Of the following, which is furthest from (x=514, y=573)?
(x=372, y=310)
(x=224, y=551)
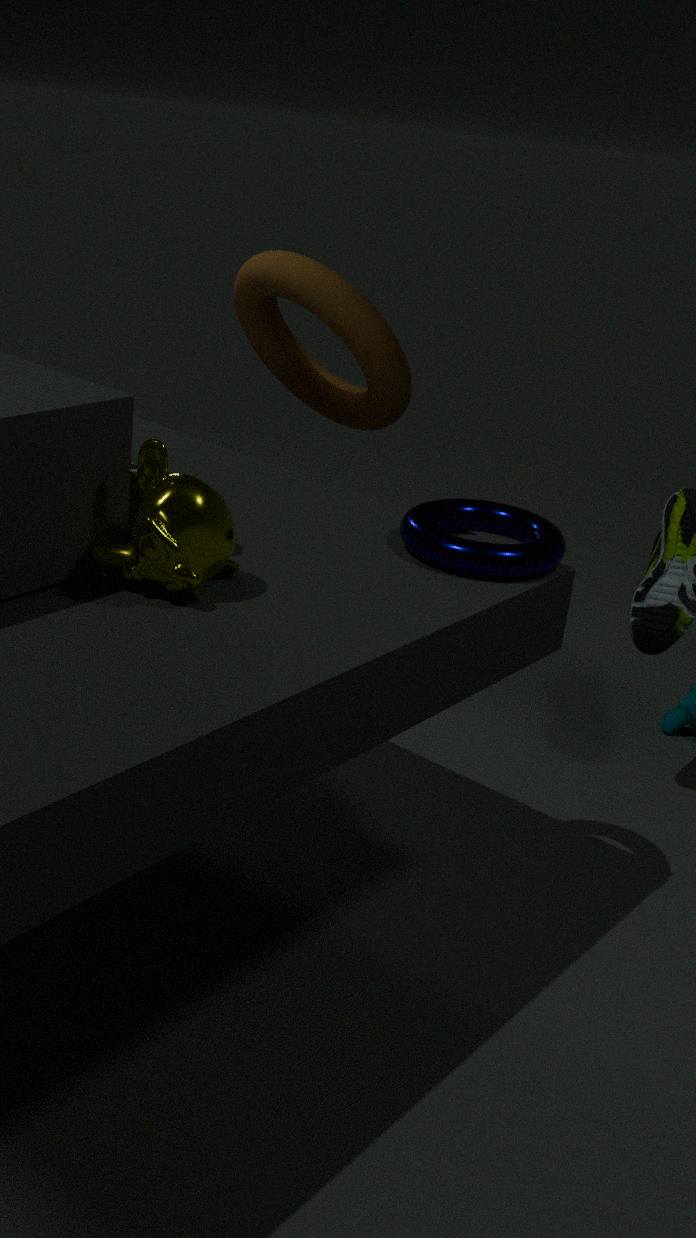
(x=372, y=310)
